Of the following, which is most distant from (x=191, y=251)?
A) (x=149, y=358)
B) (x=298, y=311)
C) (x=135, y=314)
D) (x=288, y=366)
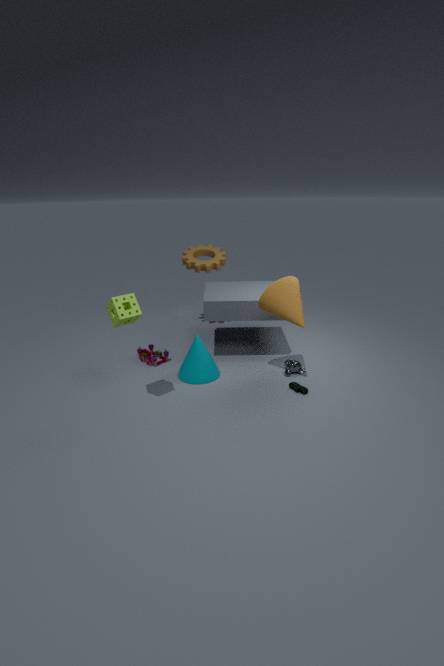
(x=135, y=314)
